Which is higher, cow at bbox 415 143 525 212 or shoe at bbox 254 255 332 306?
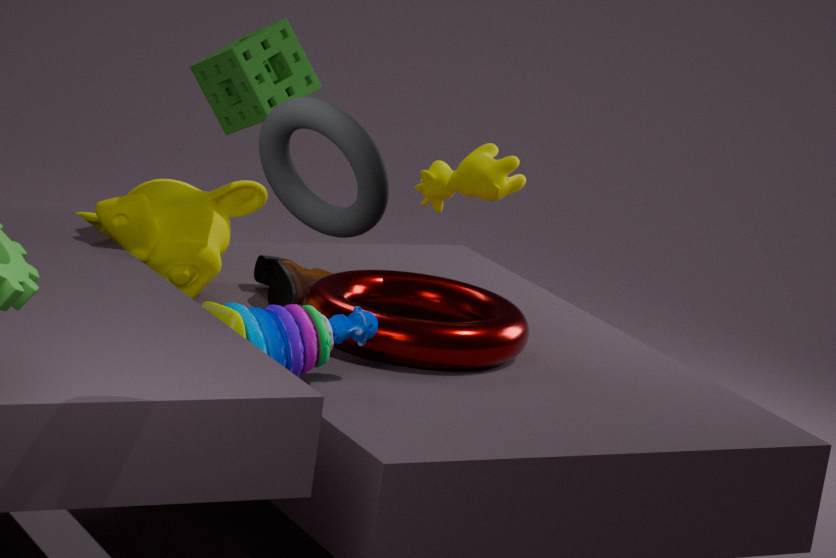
cow at bbox 415 143 525 212
